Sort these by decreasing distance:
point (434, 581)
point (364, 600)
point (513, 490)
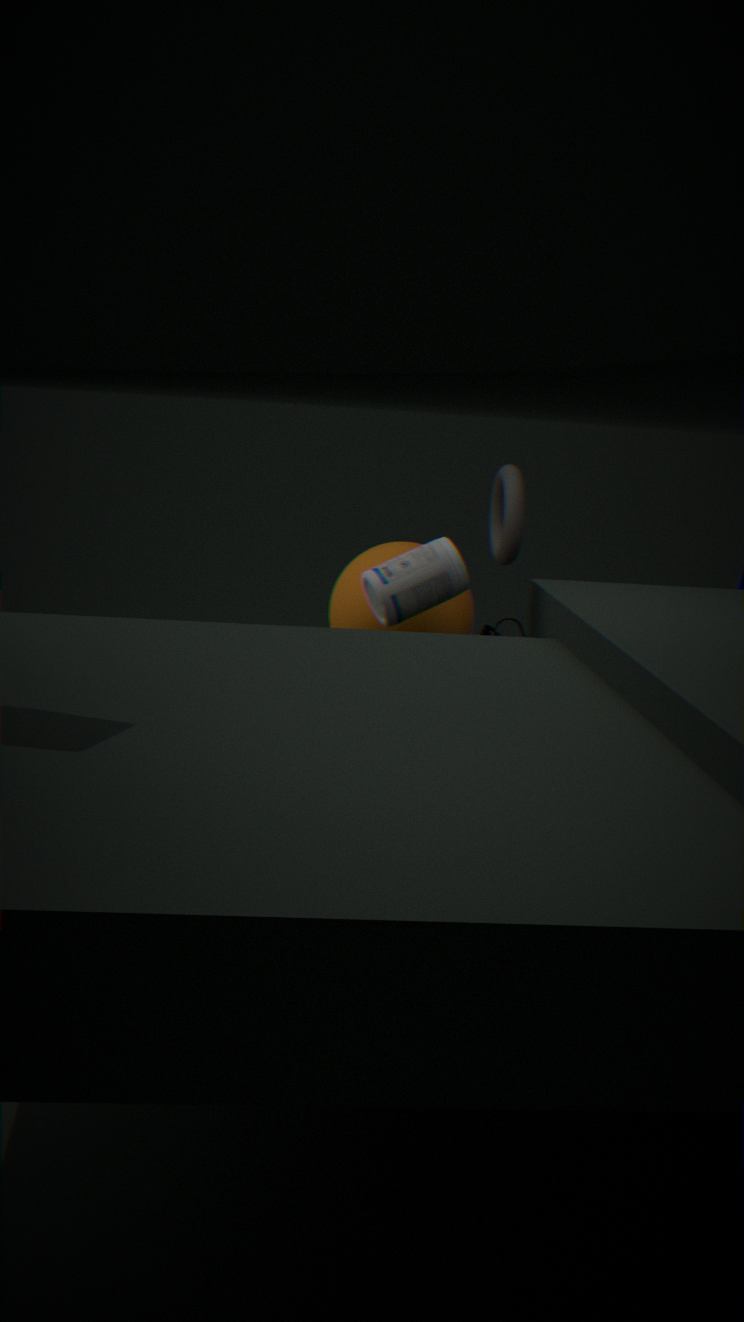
point (513, 490) → point (364, 600) → point (434, 581)
